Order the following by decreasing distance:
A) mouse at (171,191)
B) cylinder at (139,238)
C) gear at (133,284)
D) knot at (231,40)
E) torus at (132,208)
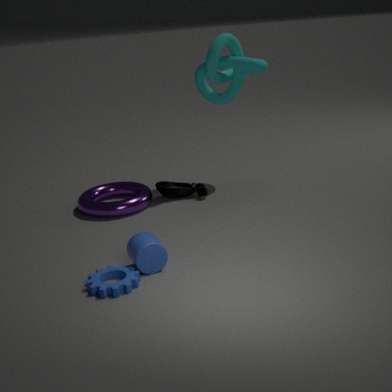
mouse at (171,191) → knot at (231,40) → torus at (132,208) → cylinder at (139,238) → gear at (133,284)
